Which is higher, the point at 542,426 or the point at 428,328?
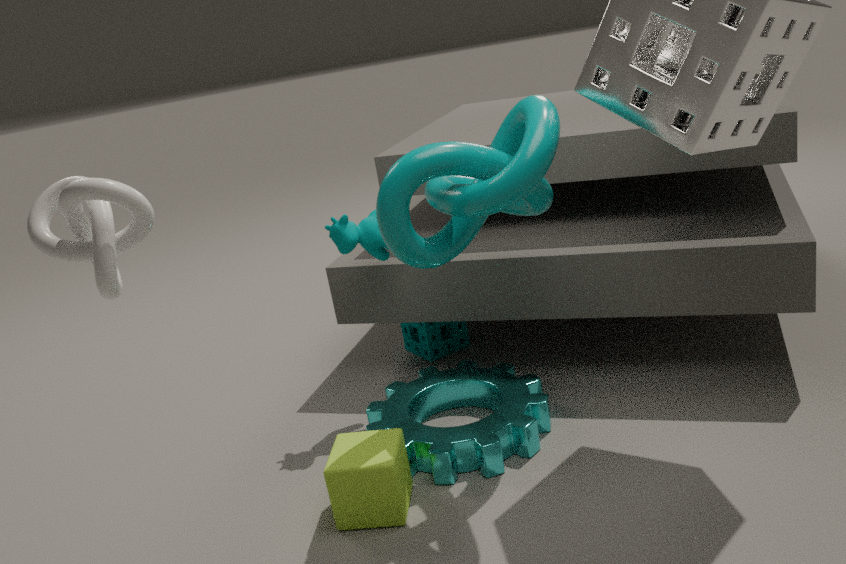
the point at 428,328
